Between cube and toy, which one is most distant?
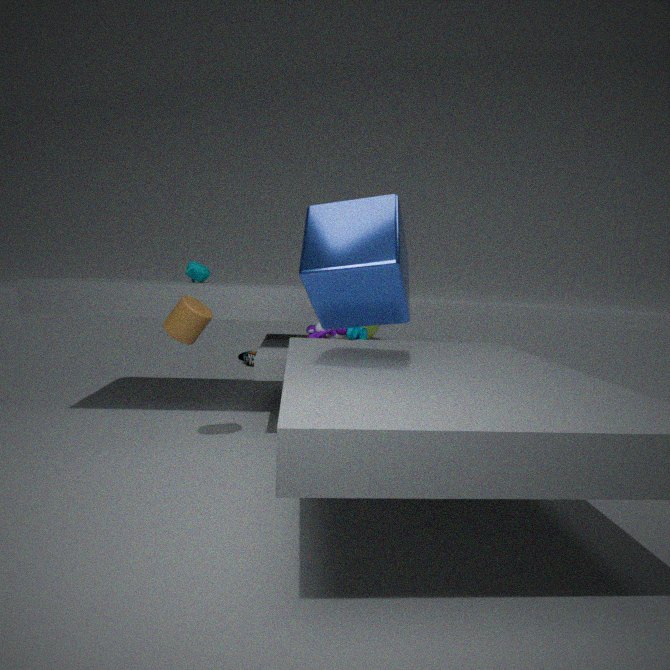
toy
